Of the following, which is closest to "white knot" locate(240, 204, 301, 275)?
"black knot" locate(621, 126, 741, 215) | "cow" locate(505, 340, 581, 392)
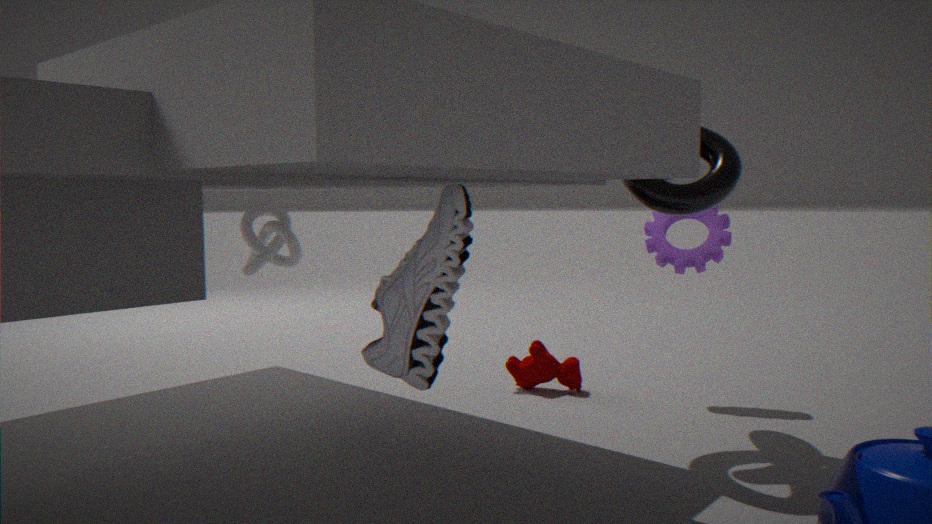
"cow" locate(505, 340, 581, 392)
